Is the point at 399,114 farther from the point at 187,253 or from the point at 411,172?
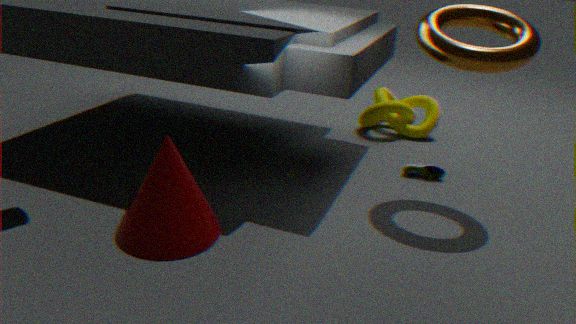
the point at 187,253
